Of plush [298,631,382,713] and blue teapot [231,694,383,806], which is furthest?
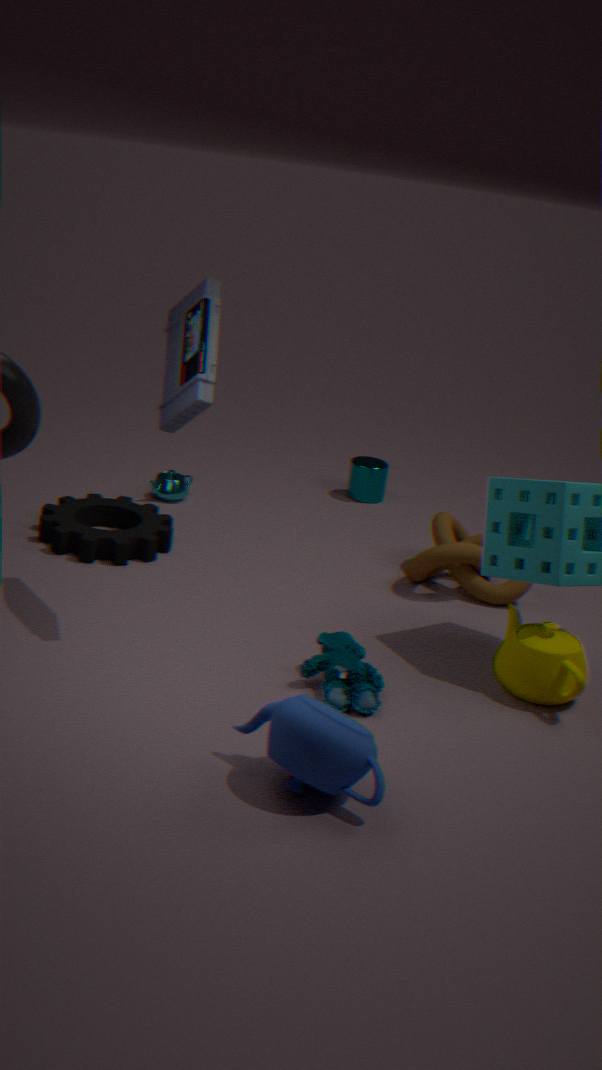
plush [298,631,382,713]
